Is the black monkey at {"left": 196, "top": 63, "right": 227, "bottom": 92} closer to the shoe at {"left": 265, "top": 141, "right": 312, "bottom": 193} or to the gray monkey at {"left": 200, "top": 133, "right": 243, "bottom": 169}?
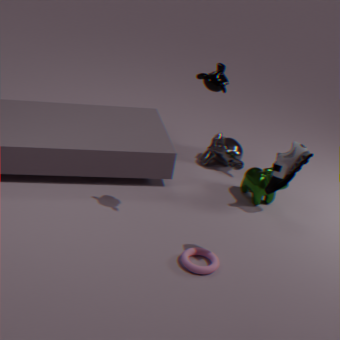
the shoe at {"left": 265, "top": 141, "right": 312, "bottom": 193}
